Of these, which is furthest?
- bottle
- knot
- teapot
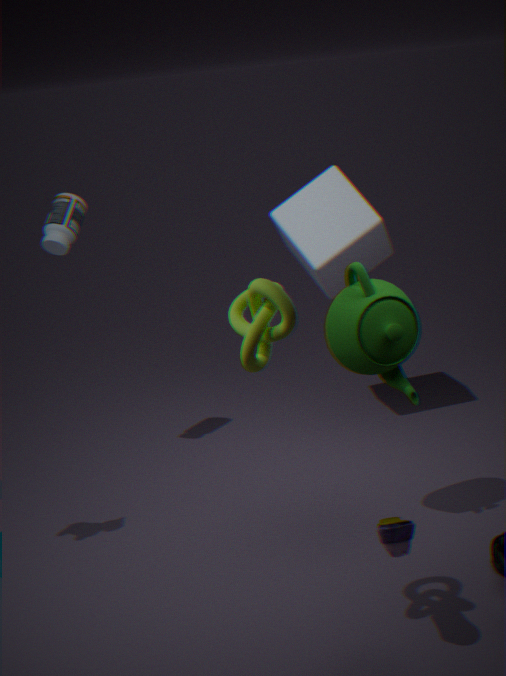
bottle
